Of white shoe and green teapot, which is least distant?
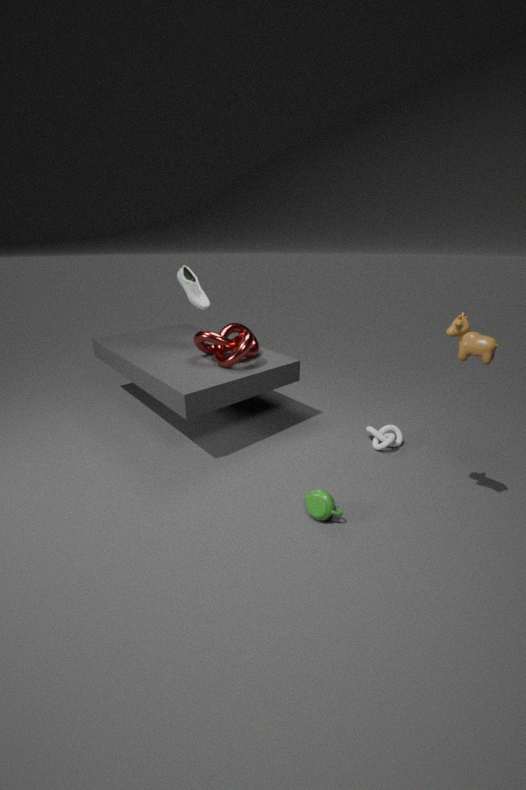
green teapot
